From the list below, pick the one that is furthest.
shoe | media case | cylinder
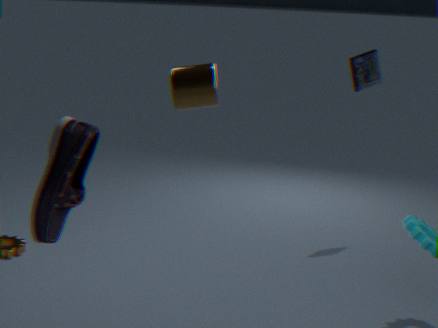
A: media case
